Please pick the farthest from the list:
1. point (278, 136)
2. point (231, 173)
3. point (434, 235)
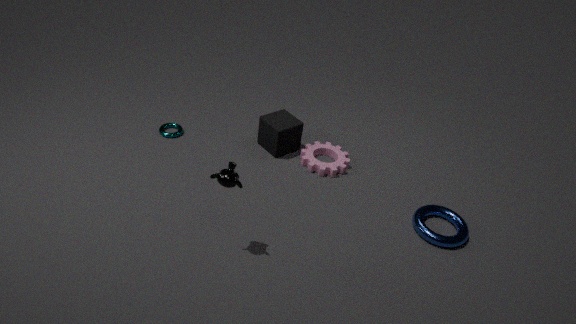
point (278, 136)
